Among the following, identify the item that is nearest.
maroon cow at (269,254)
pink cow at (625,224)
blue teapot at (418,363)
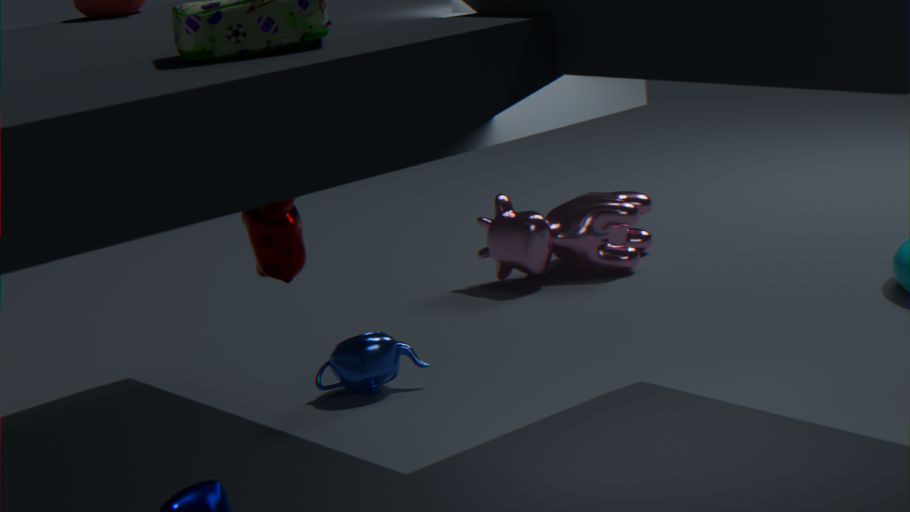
maroon cow at (269,254)
